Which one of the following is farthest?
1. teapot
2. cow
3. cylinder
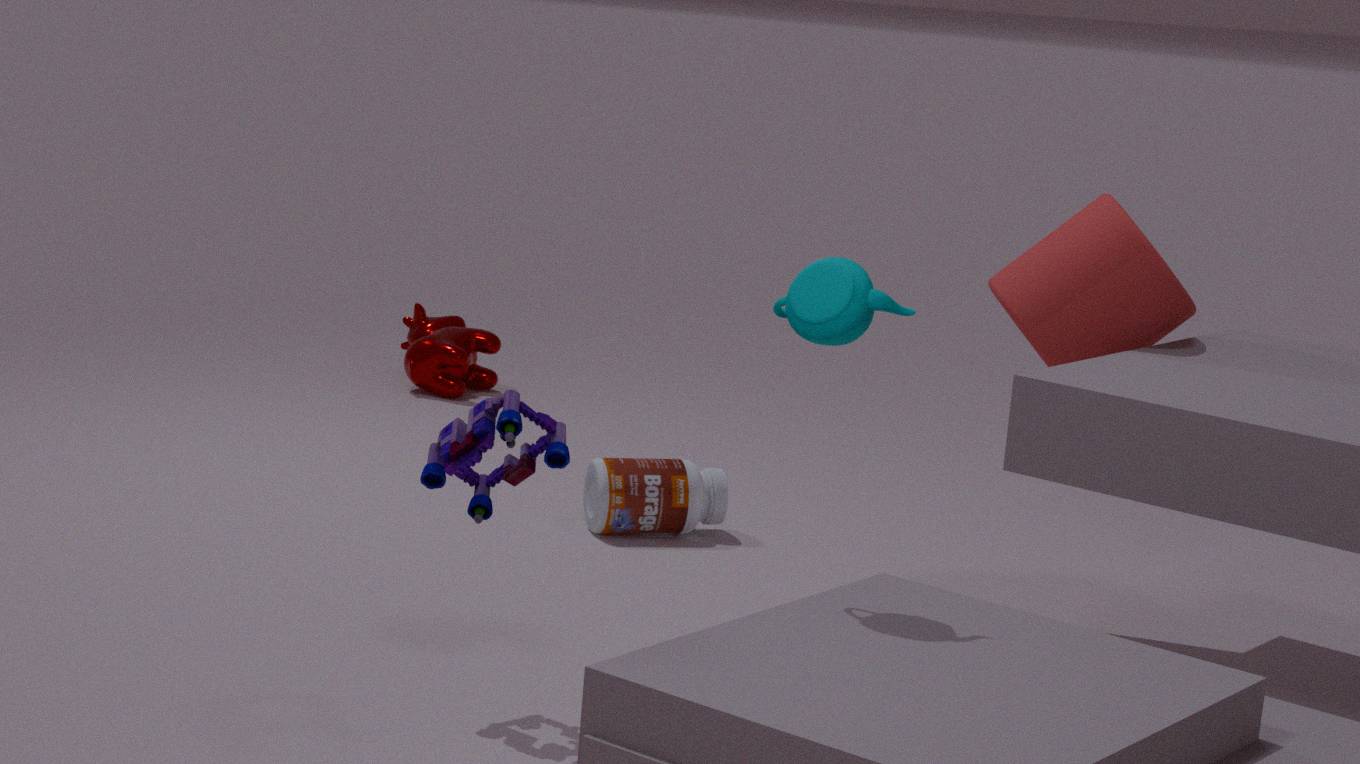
cow
